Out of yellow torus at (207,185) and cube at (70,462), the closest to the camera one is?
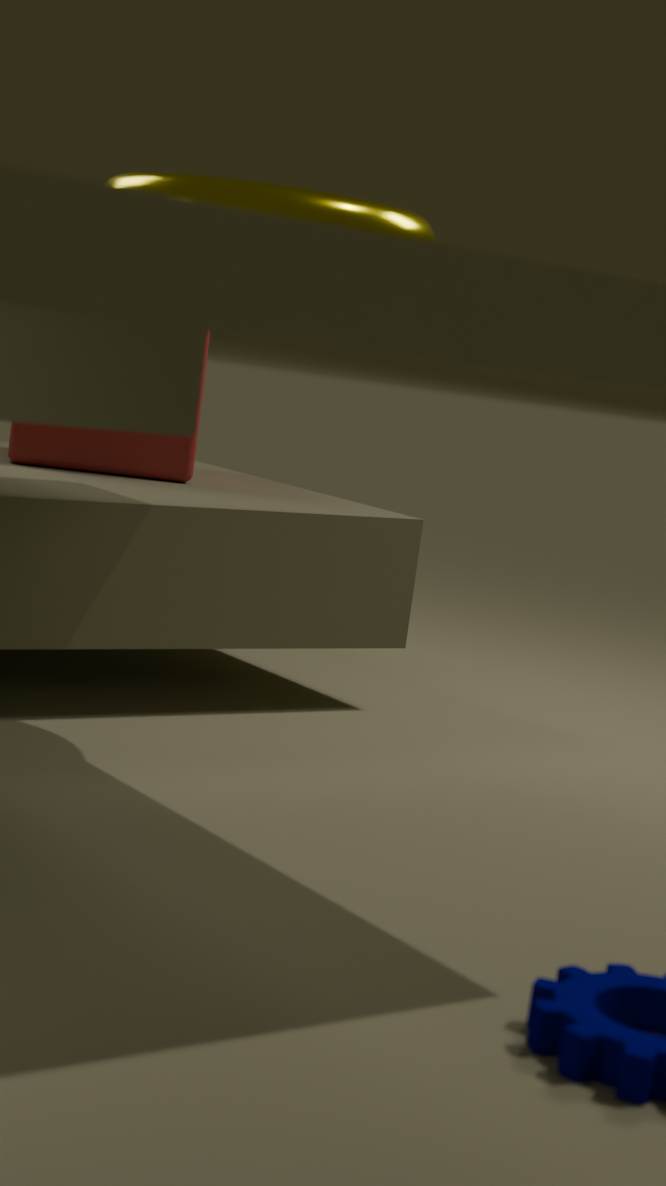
yellow torus at (207,185)
